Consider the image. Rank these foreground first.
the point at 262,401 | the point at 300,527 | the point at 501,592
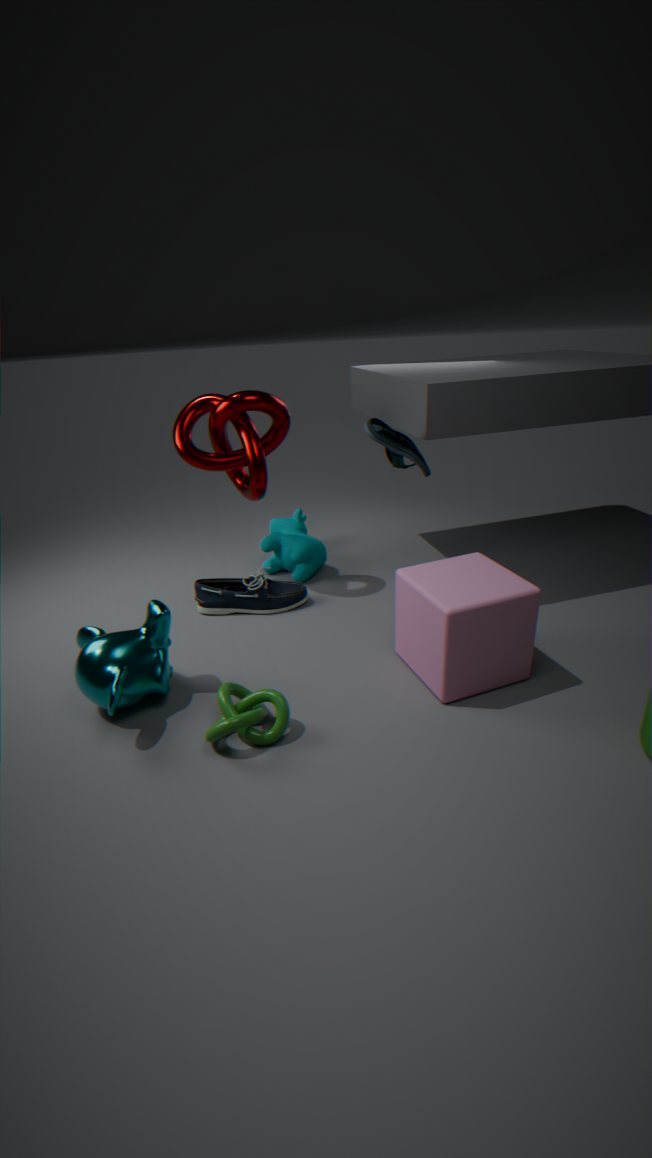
the point at 501,592, the point at 262,401, the point at 300,527
